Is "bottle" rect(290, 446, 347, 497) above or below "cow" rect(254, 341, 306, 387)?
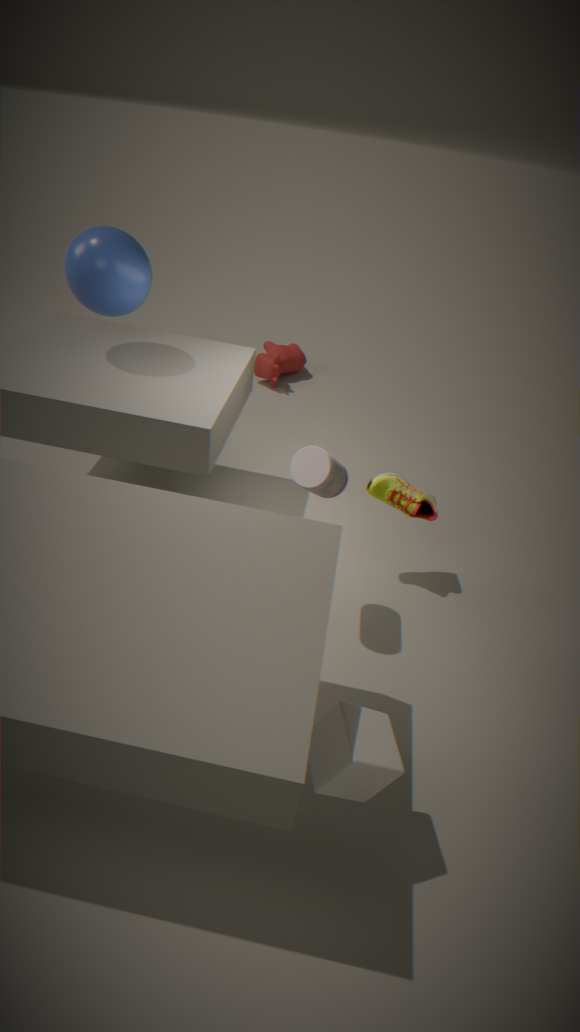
above
